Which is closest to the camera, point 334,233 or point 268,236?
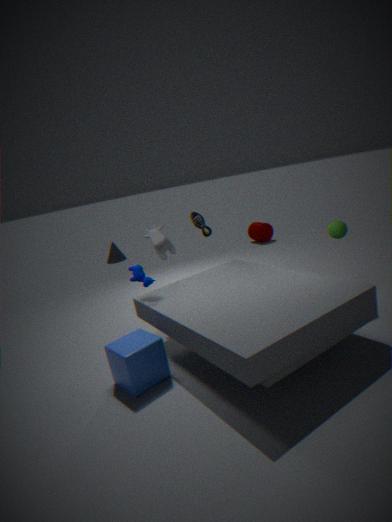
point 334,233
